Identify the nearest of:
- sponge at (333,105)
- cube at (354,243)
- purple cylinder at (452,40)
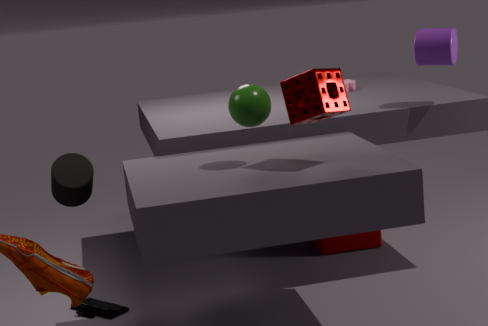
sponge at (333,105)
